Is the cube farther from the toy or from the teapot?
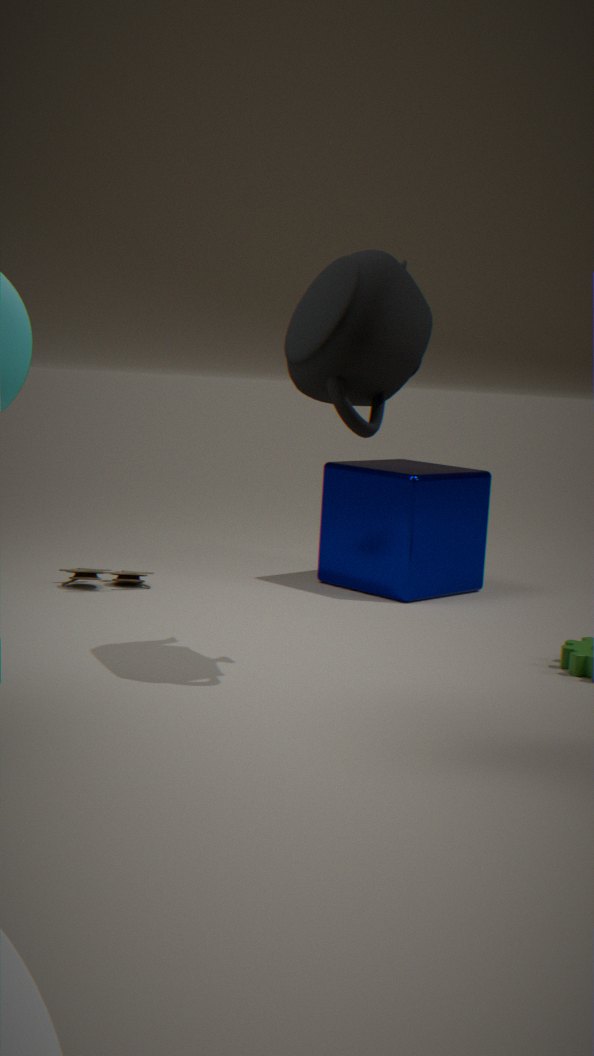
the teapot
